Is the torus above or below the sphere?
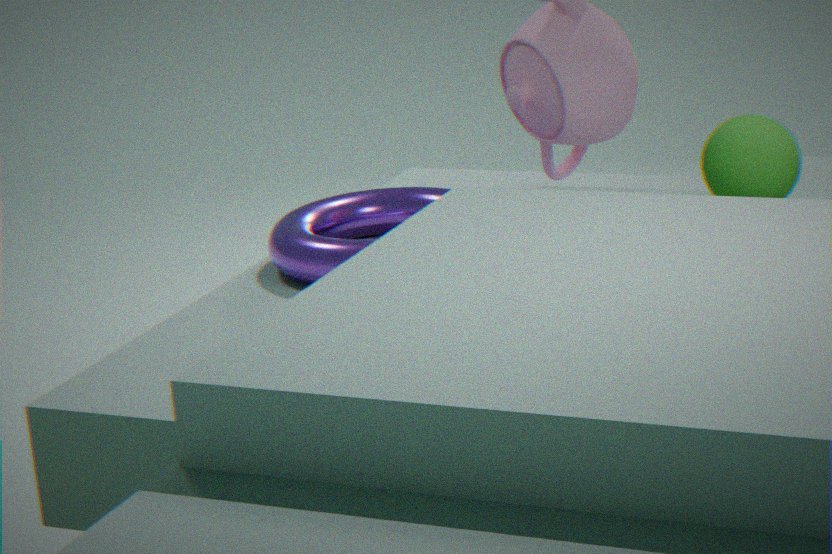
below
